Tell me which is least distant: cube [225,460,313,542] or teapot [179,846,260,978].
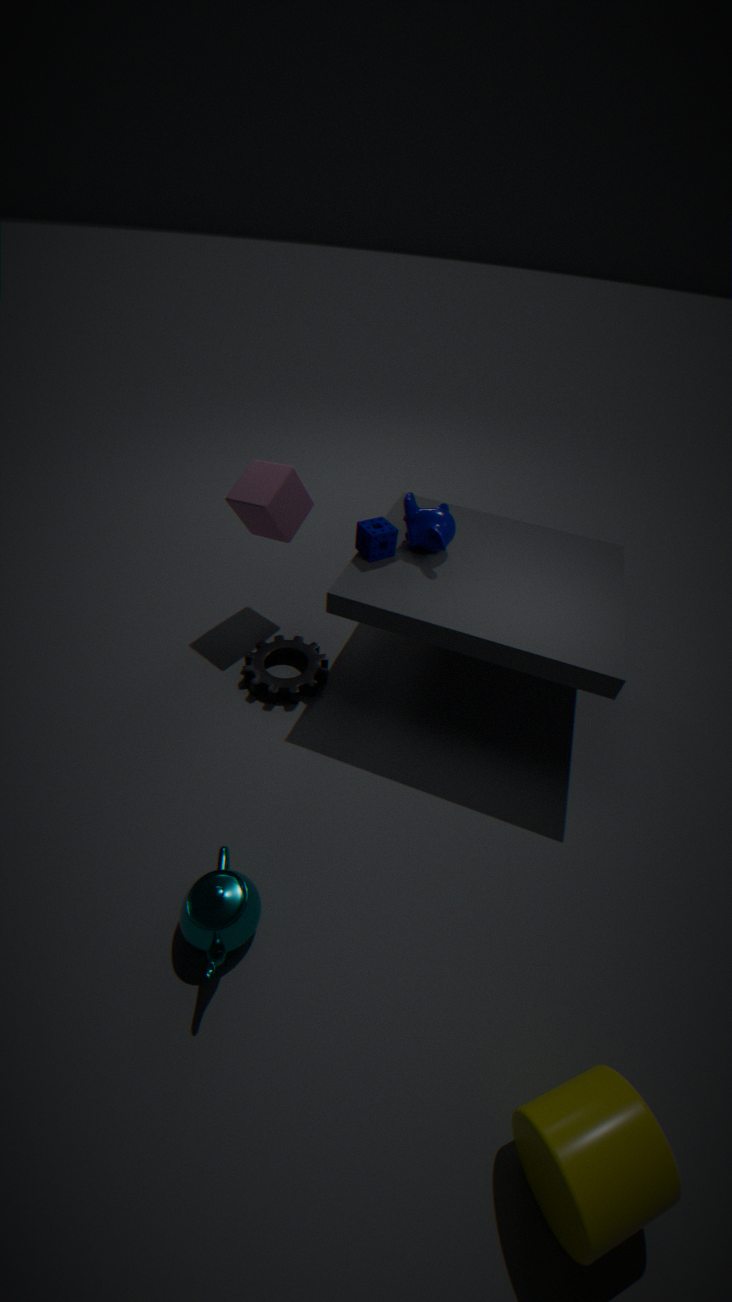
teapot [179,846,260,978]
